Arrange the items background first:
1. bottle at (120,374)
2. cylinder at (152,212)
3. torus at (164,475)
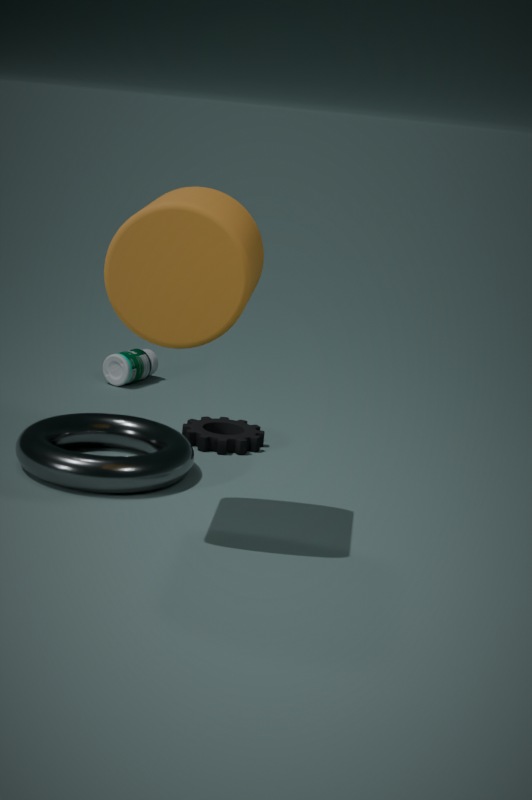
bottle at (120,374), torus at (164,475), cylinder at (152,212)
